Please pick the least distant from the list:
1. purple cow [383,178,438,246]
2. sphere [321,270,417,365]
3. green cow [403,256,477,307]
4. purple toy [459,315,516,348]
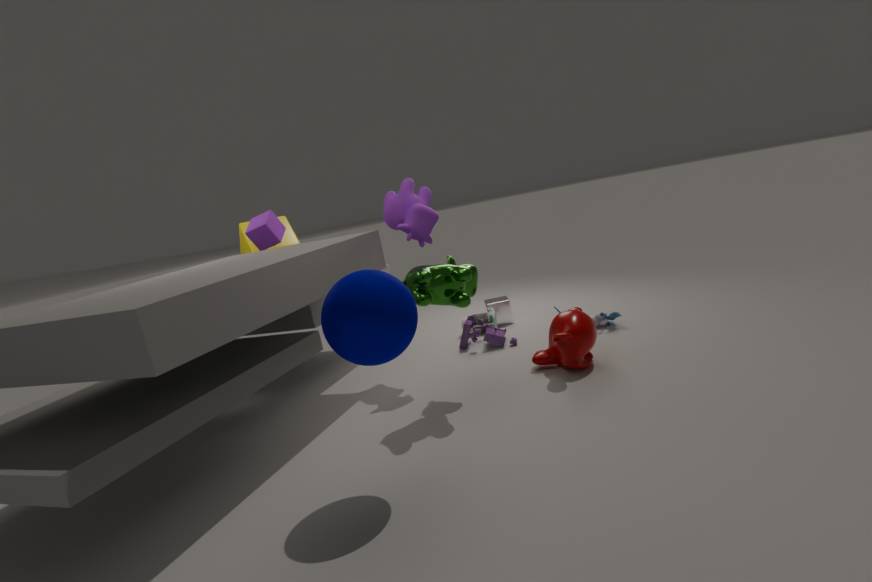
sphere [321,270,417,365]
